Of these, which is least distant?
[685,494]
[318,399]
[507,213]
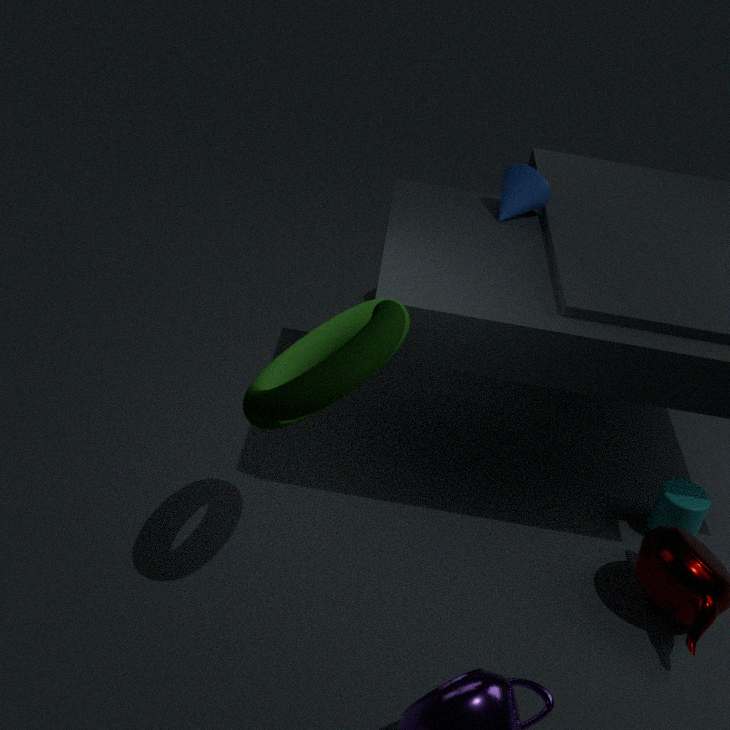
[318,399]
